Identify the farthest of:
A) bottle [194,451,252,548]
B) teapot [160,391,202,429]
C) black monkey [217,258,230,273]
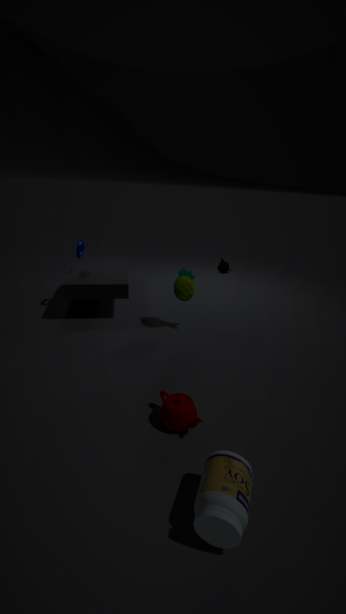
black monkey [217,258,230,273]
